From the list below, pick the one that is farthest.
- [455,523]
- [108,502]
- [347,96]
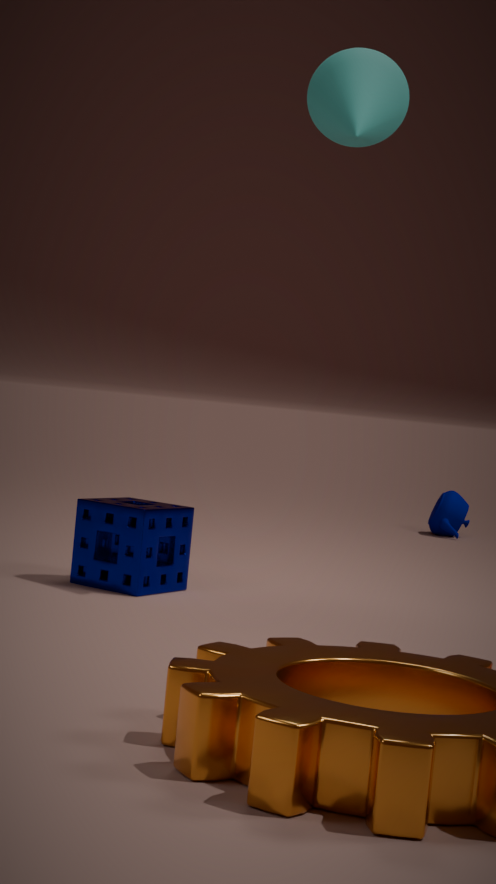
[455,523]
